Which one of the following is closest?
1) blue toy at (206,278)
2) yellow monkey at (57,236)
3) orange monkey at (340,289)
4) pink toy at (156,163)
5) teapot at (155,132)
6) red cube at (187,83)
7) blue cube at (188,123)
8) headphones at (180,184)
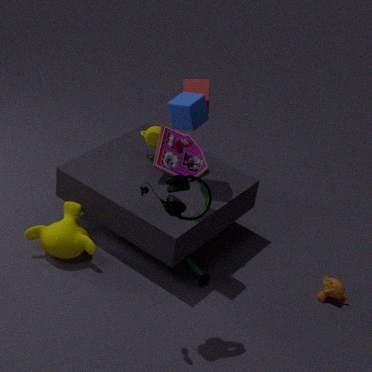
→ 8. headphones at (180,184)
